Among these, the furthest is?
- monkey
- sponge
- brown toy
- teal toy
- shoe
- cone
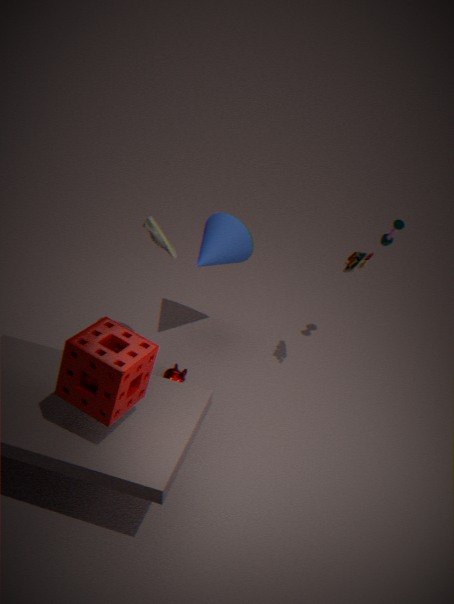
cone
